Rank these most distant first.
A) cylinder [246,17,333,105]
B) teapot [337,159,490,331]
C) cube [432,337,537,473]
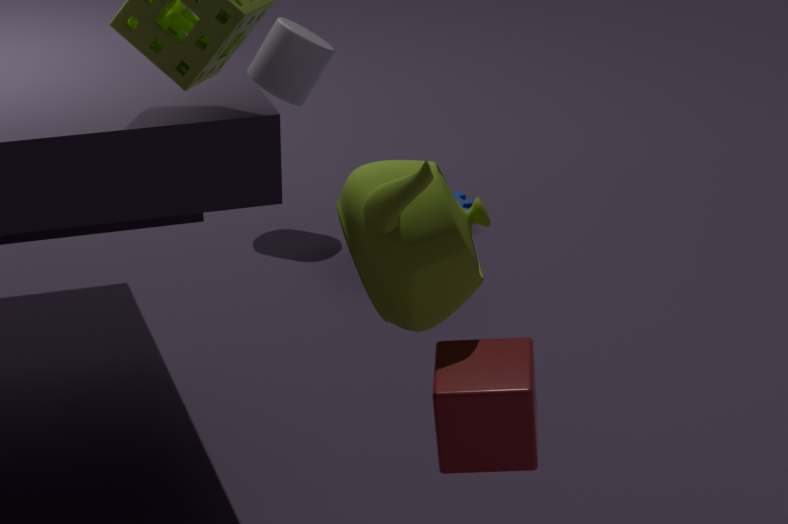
1. cylinder [246,17,333,105]
2. teapot [337,159,490,331]
3. cube [432,337,537,473]
